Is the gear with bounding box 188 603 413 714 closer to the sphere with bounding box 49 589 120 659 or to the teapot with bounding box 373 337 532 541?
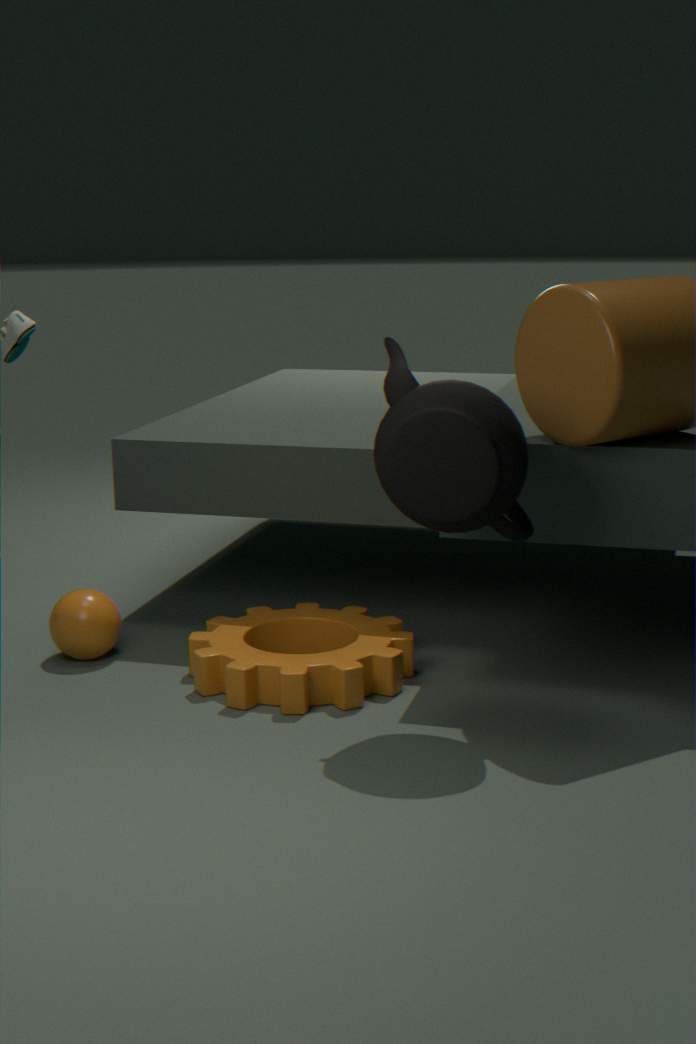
the sphere with bounding box 49 589 120 659
